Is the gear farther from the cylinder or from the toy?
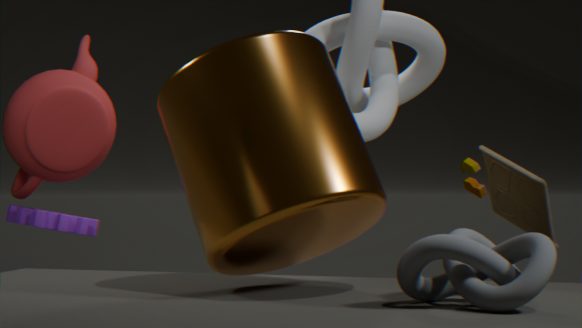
the toy
